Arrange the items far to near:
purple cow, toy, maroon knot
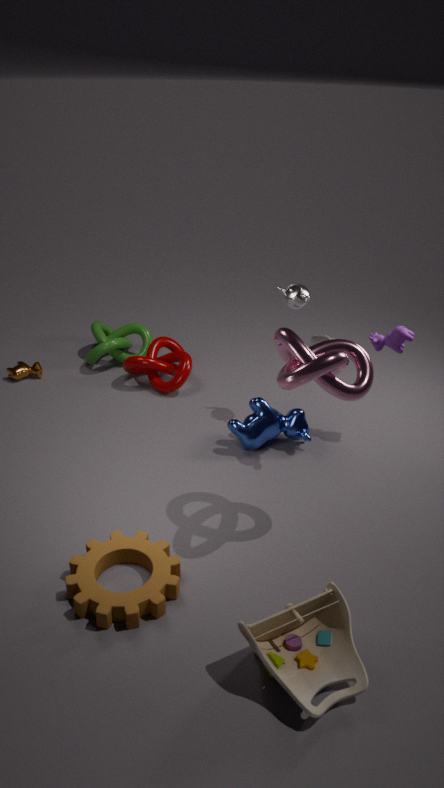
maroon knot, purple cow, toy
